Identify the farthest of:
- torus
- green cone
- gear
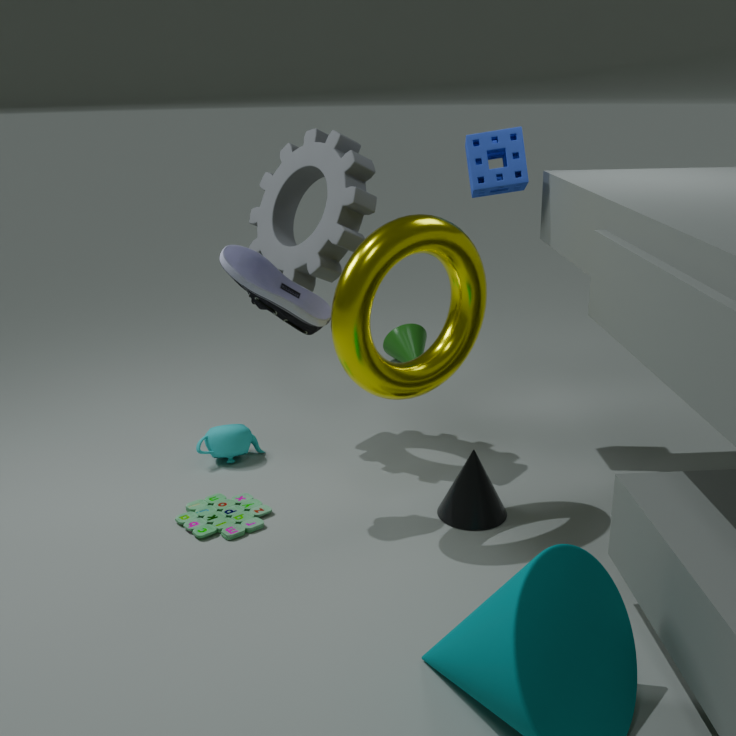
green cone
